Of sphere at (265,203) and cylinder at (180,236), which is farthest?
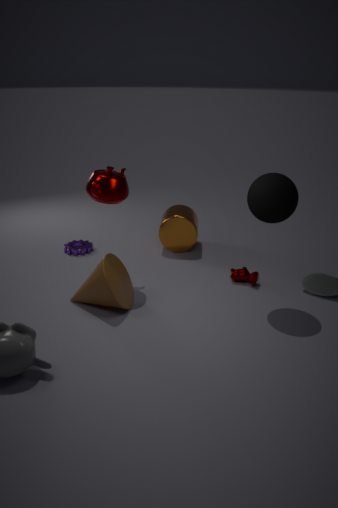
cylinder at (180,236)
